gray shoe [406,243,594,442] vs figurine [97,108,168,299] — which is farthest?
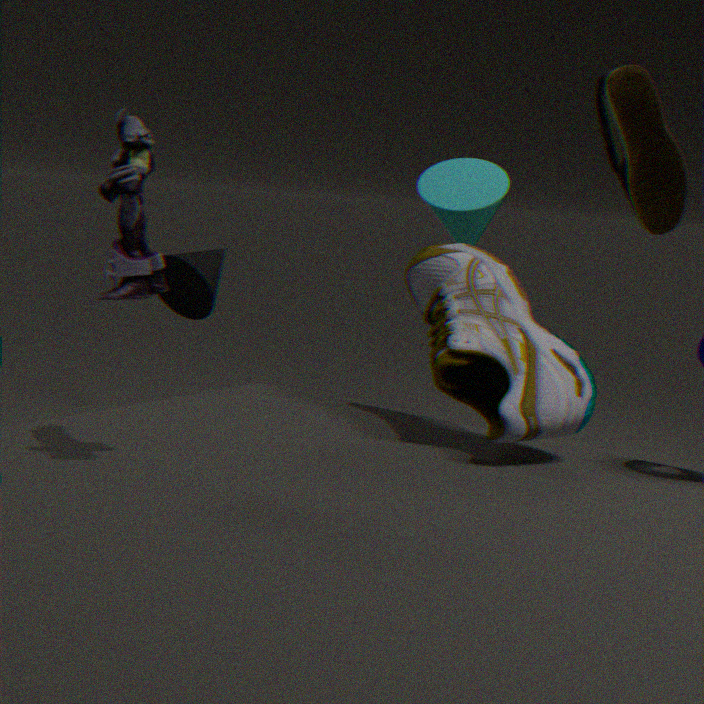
gray shoe [406,243,594,442]
